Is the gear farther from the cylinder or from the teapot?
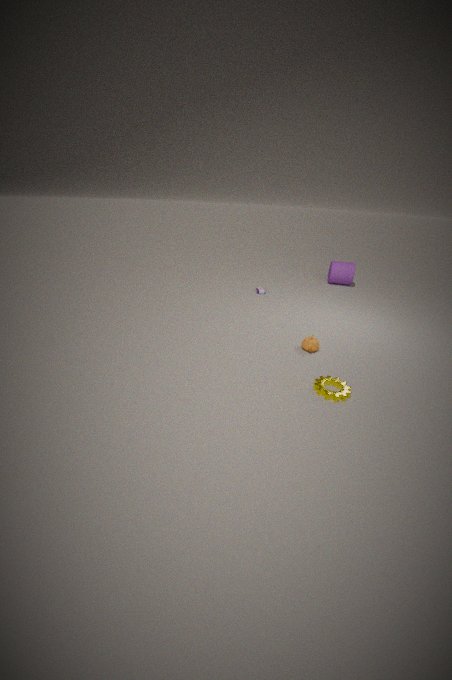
the cylinder
